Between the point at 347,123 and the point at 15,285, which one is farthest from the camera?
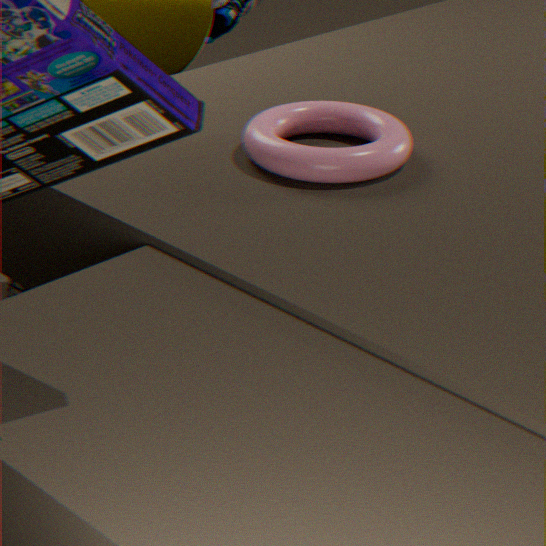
the point at 15,285
